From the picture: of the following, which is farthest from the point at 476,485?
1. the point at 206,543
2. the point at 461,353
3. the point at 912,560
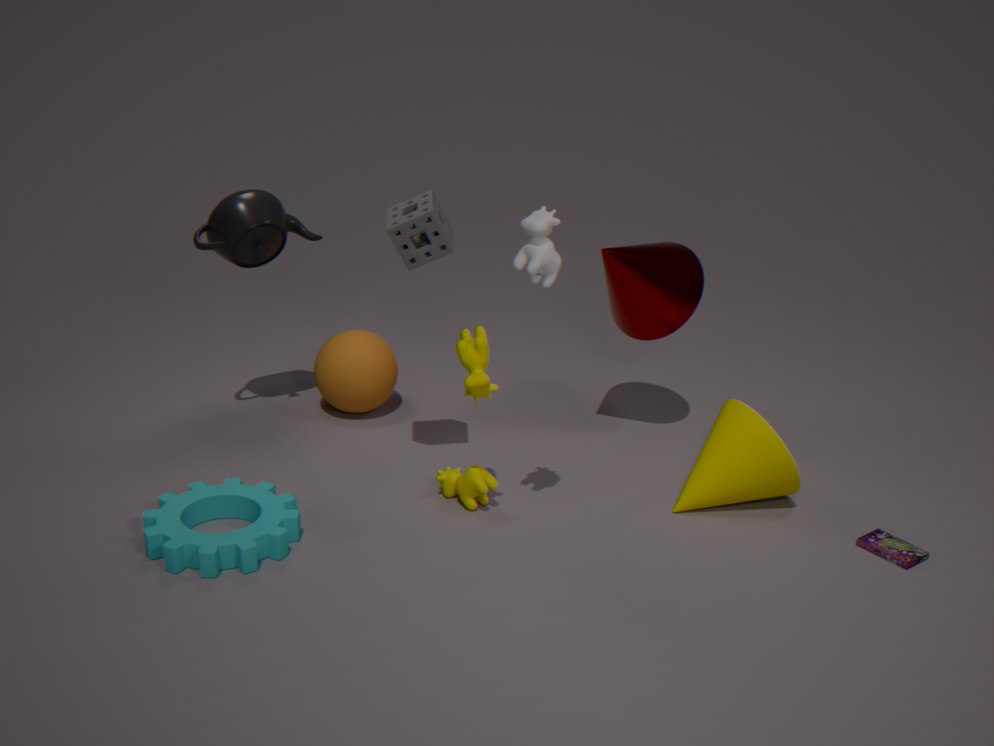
the point at 912,560
